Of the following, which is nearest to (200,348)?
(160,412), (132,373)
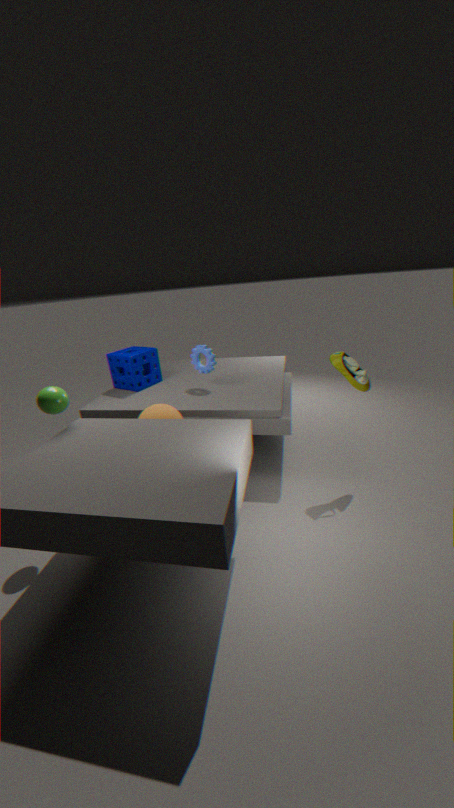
(132,373)
